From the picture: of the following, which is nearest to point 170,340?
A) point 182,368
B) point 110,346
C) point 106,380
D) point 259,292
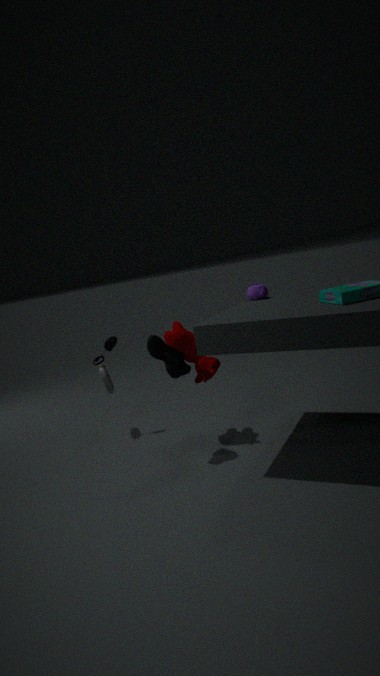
point 182,368
